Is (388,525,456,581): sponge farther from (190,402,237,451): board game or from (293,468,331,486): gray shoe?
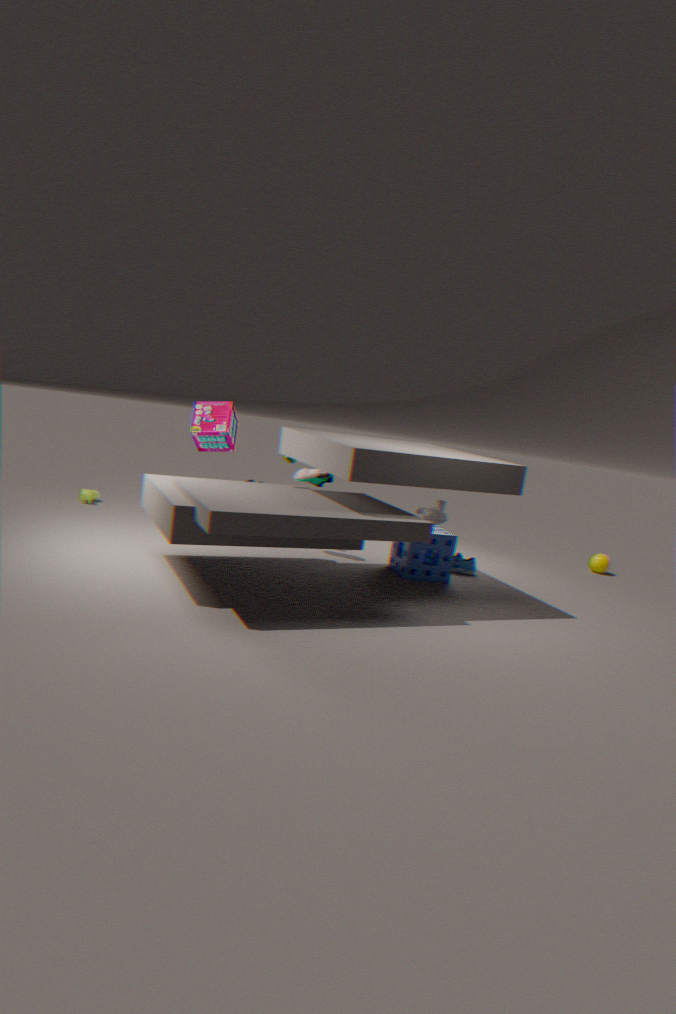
(190,402,237,451): board game
